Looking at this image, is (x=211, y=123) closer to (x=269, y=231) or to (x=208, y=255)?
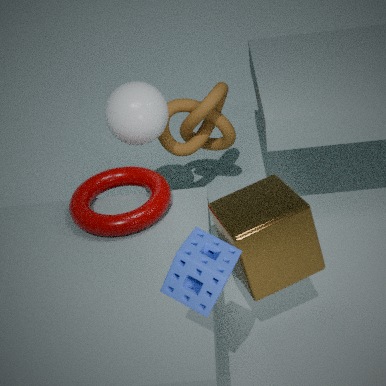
(x=269, y=231)
